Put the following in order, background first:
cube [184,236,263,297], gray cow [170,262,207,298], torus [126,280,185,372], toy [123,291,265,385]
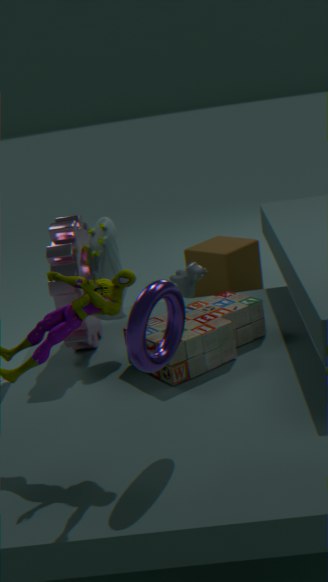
cube [184,236,263,297], gray cow [170,262,207,298], toy [123,291,265,385], torus [126,280,185,372]
